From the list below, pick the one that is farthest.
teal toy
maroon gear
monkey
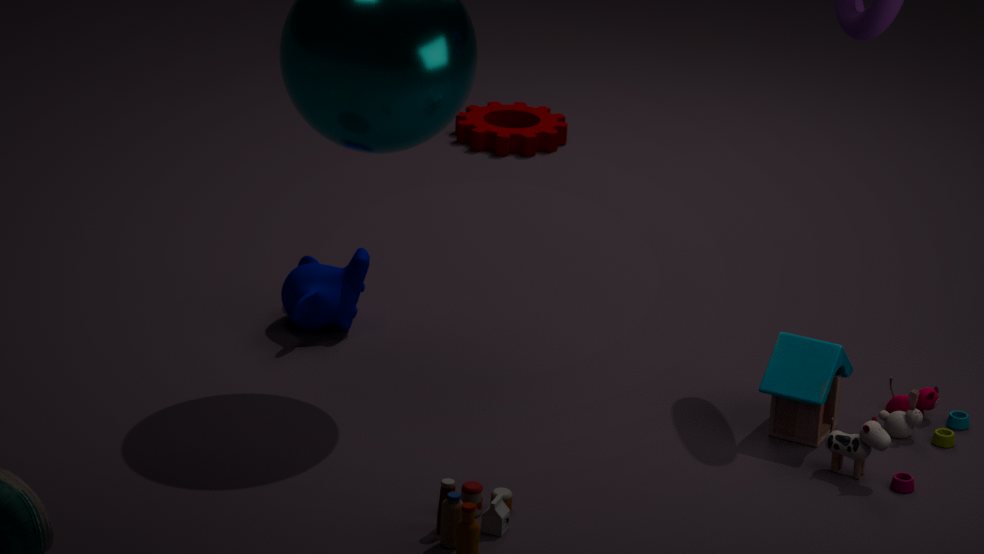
maroon gear
